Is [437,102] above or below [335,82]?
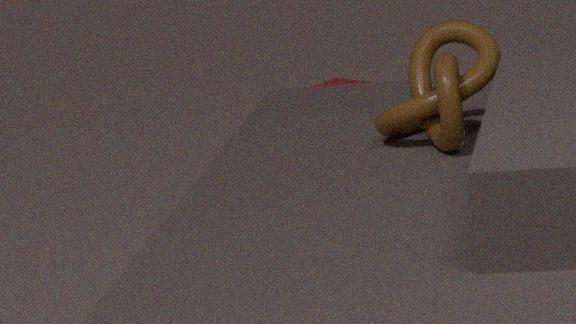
above
